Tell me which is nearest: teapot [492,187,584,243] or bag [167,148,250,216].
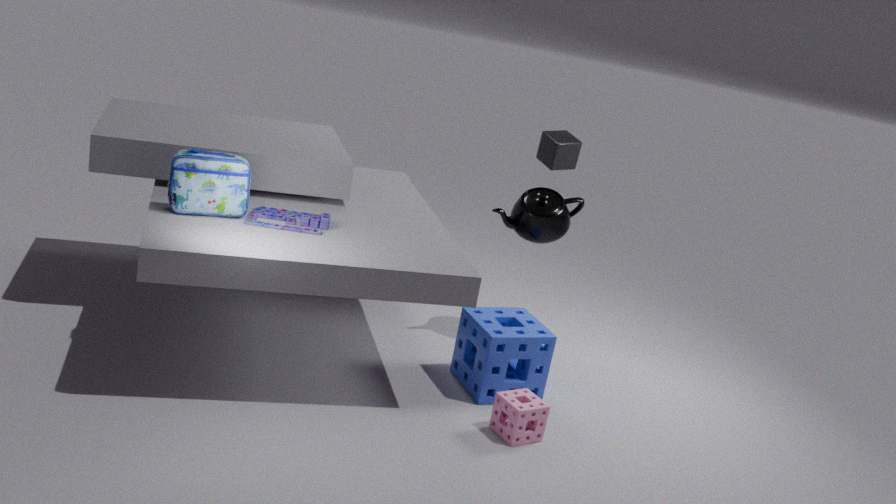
bag [167,148,250,216]
